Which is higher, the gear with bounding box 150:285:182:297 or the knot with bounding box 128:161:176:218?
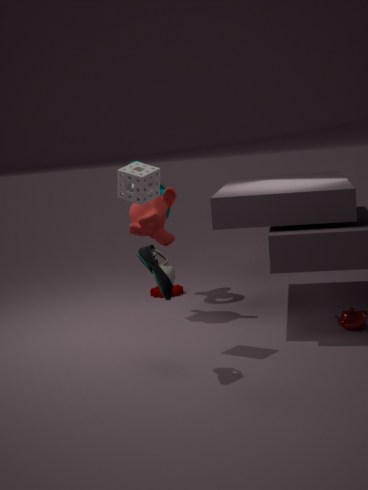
the knot with bounding box 128:161:176:218
